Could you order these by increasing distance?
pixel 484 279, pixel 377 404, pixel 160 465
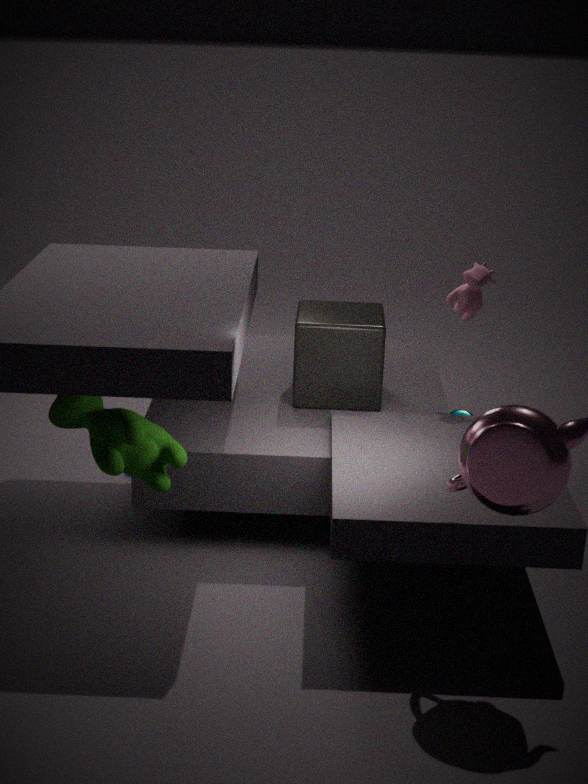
pixel 160 465, pixel 484 279, pixel 377 404
